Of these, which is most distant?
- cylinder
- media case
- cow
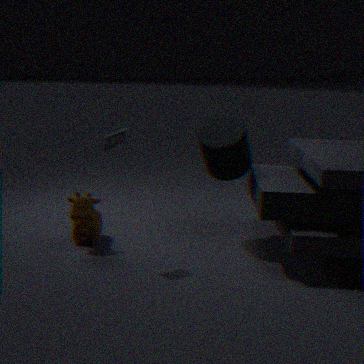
cow
